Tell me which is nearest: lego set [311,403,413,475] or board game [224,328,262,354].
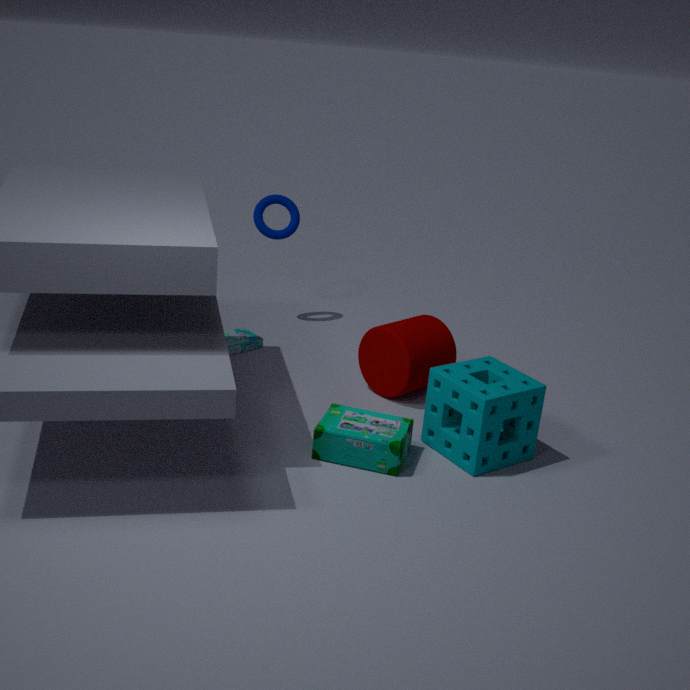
lego set [311,403,413,475]
